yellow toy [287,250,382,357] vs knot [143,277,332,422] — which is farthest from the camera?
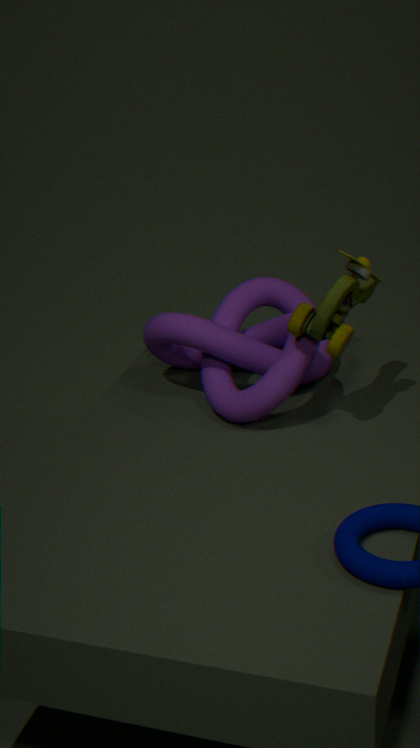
knot [143,277,332,422]
